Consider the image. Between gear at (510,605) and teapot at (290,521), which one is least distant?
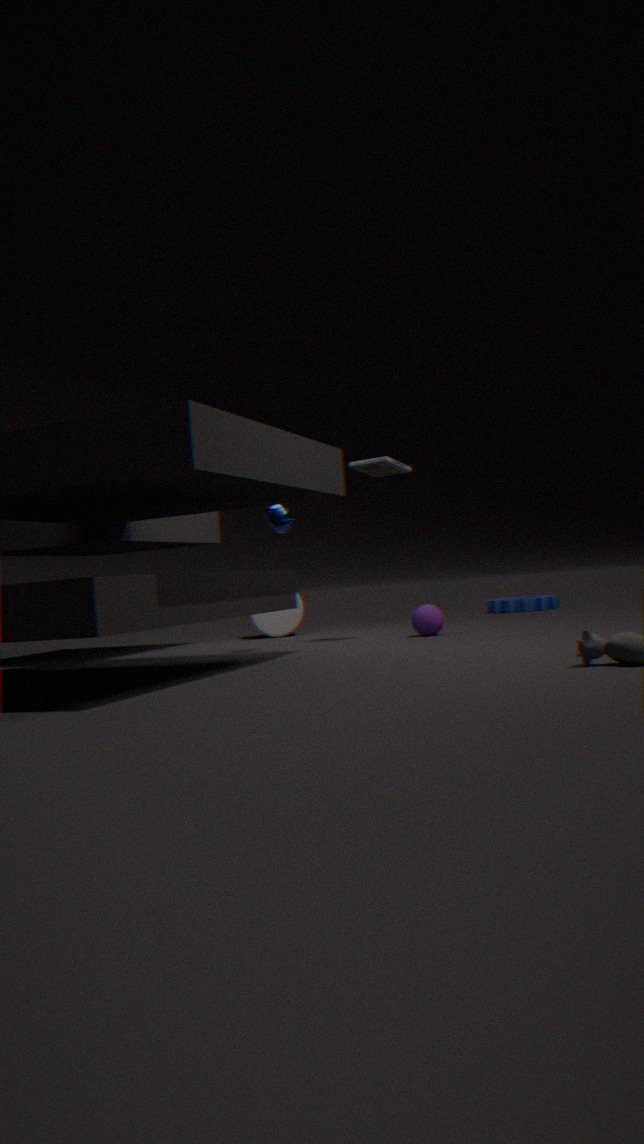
teapot at (290,521)
